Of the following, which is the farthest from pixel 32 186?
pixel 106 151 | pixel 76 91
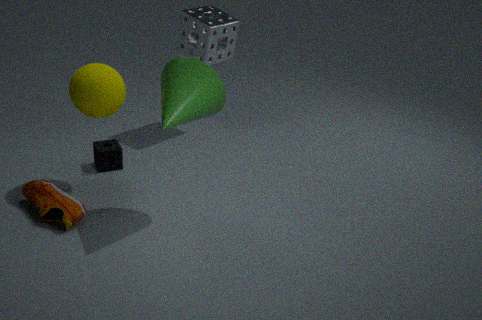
pixel 76 91
